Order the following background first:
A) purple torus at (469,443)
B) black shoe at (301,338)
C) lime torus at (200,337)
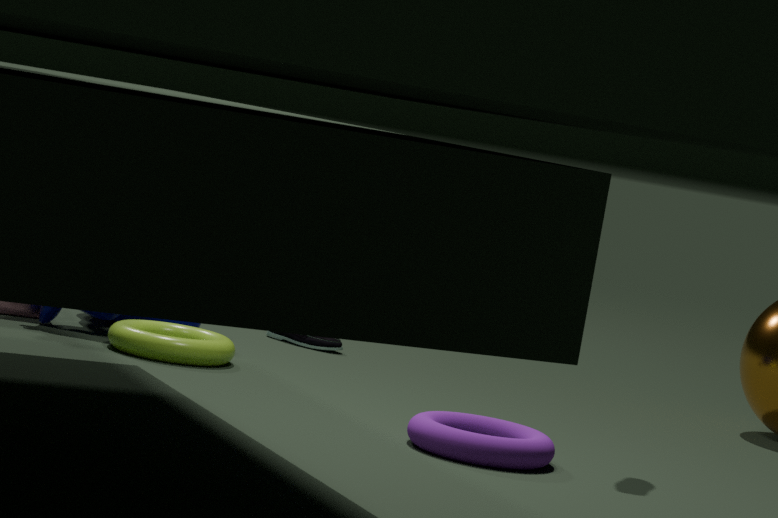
black shoe at (301,338) < lime torus at (200,337) < purple torus at (469,443)
